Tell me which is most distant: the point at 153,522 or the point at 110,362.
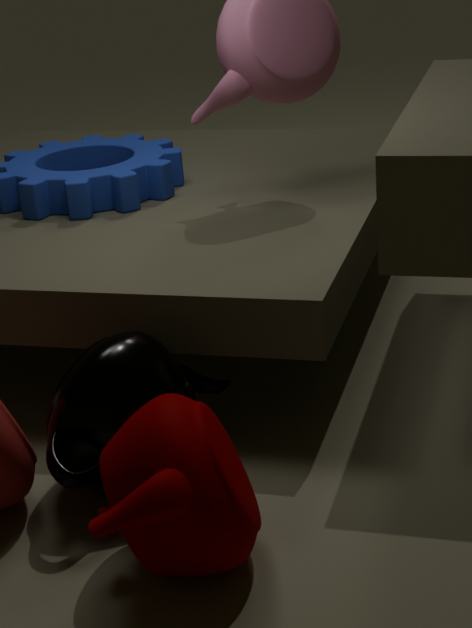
the point at 110,362
